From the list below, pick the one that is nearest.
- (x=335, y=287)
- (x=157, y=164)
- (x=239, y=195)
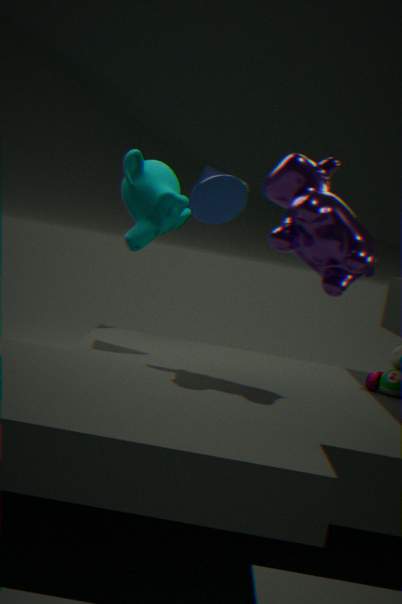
(x=335, y=287)
